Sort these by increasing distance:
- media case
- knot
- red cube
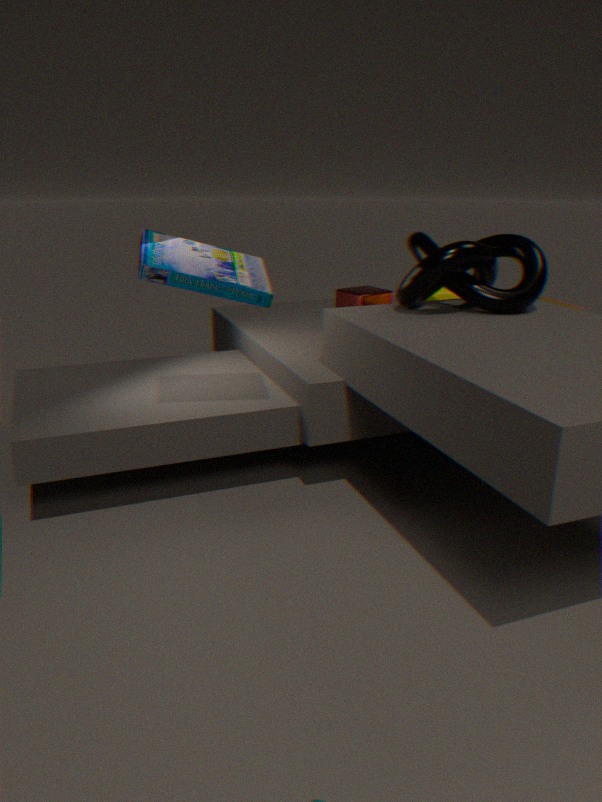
1. media case
2. knot
3. red cube
